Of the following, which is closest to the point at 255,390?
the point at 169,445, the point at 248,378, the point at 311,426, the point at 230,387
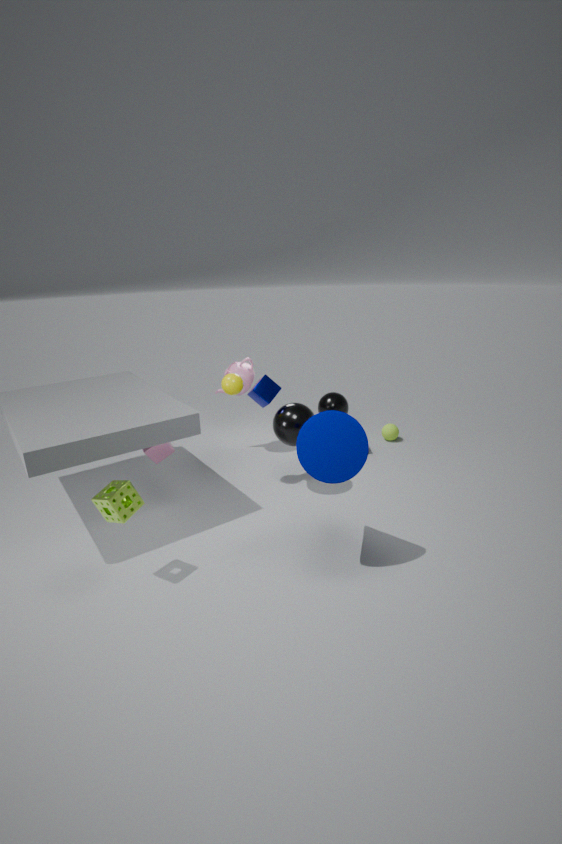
the point at 230,387
